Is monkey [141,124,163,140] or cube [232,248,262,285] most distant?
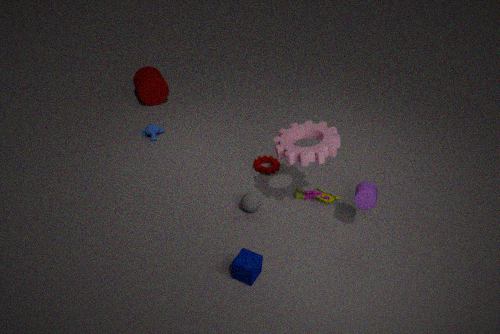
monkey [141,124,163,140]
